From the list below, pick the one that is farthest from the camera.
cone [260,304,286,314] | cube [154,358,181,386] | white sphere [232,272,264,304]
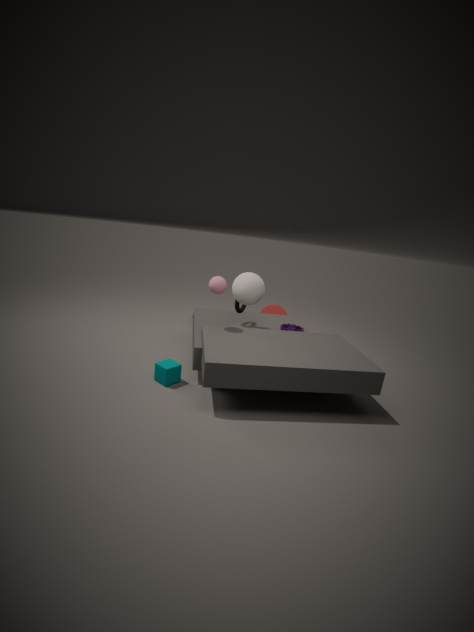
cone [260,304,286,314]
